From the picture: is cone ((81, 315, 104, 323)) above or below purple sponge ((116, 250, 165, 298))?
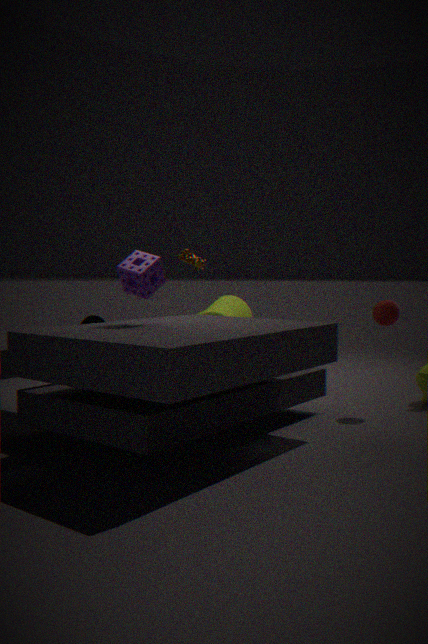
below
